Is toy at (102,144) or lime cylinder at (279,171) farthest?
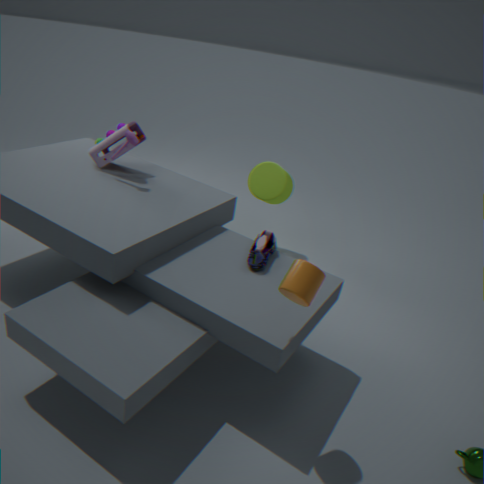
lime cylinder at (279,171)
